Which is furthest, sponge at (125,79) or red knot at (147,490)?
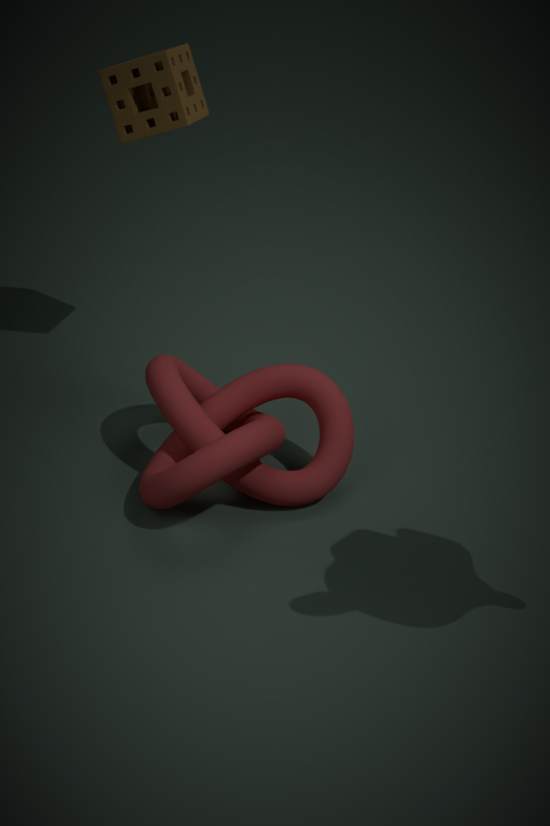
sponge at (125,79)
